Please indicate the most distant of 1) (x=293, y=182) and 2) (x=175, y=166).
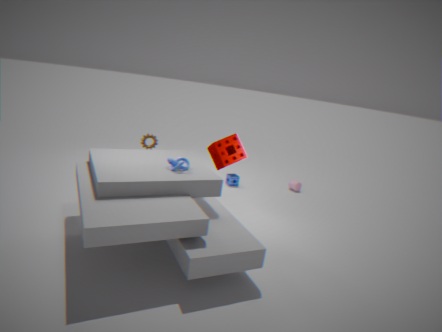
1. (x=293, y=182)
